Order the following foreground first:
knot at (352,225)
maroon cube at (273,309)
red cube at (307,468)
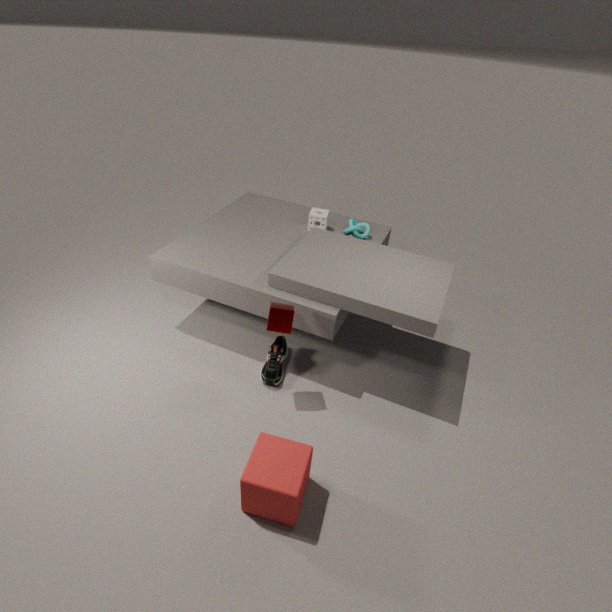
red cube at (307,468), maroon cube at (273,309), knot at (352,225)
